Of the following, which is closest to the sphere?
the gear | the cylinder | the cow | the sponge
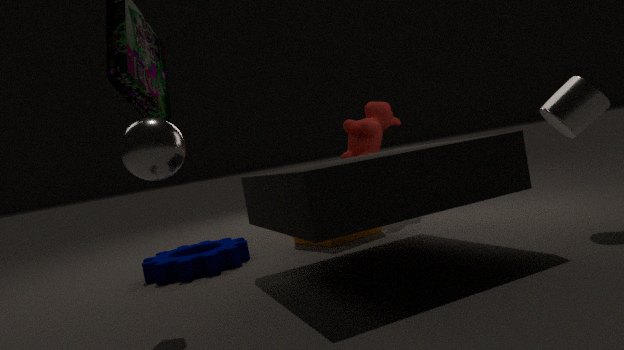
the gear
